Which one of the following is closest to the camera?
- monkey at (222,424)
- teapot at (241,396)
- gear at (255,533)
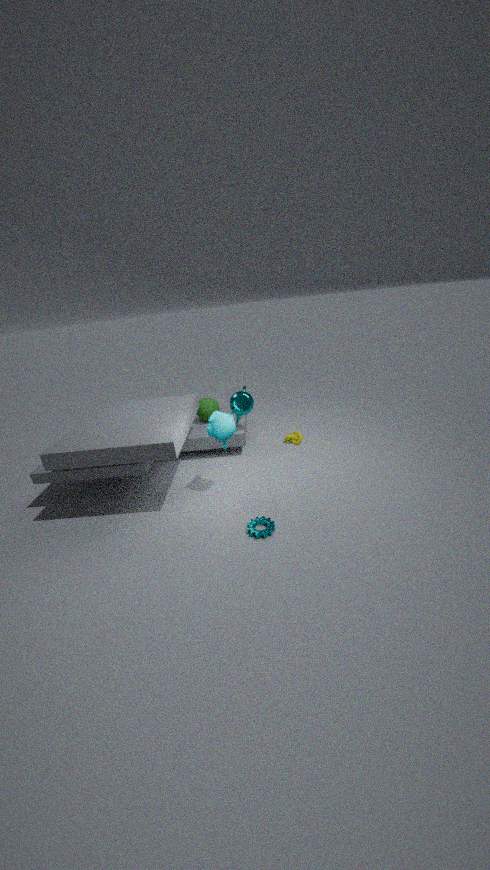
gear at (255,533)
